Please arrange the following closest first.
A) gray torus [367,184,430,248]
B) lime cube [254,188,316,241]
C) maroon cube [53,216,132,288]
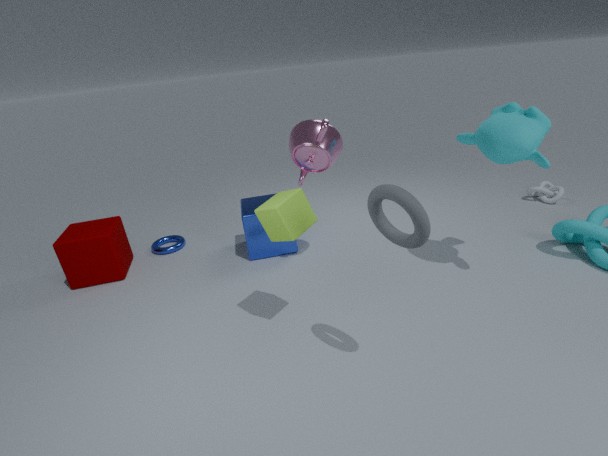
gray torus [367,184,430,248]
lime cube [254,188,316,241]
maroon cube [53,216,132,288]
